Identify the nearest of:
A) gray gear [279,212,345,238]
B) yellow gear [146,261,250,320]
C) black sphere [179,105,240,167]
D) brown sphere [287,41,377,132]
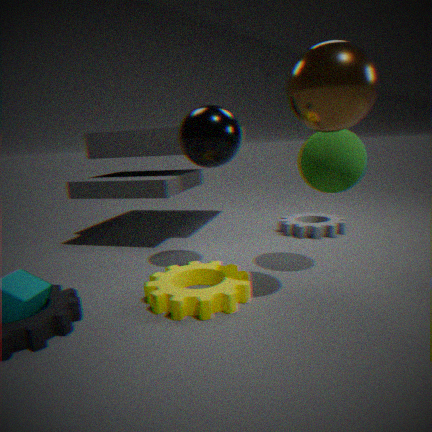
brown sphere [287,41,377,132]
